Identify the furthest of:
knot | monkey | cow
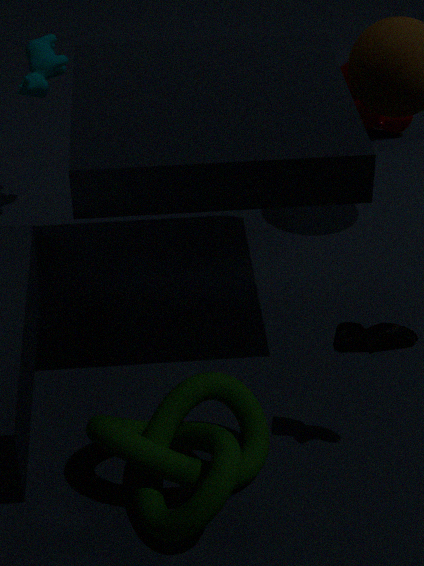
monkey
